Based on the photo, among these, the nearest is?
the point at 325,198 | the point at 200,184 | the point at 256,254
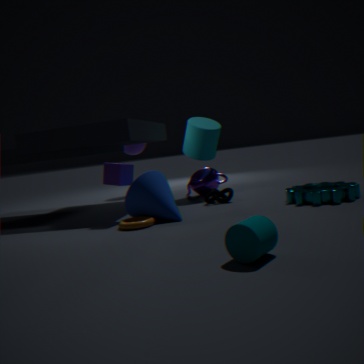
the point at 256,254
